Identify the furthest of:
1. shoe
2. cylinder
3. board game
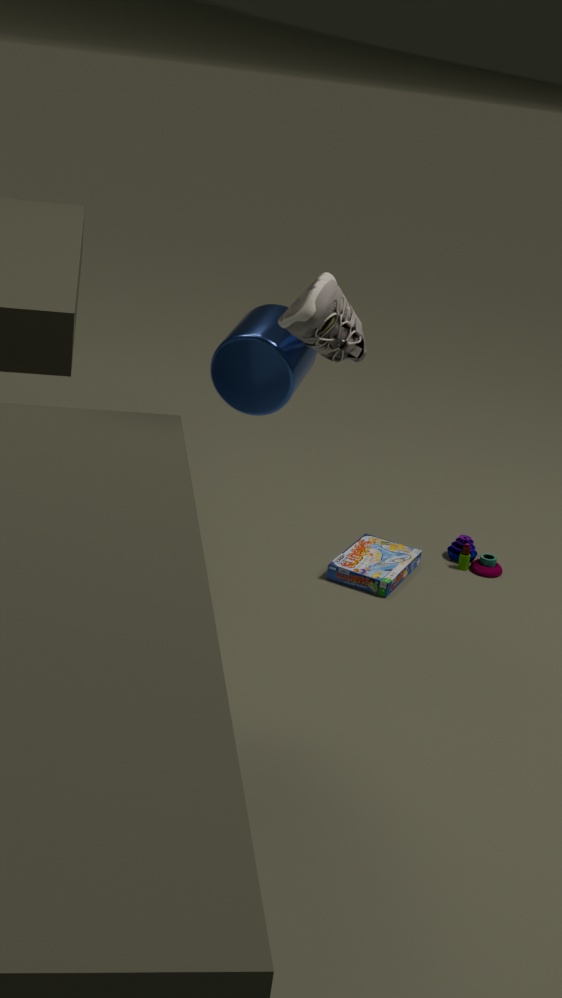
board game
